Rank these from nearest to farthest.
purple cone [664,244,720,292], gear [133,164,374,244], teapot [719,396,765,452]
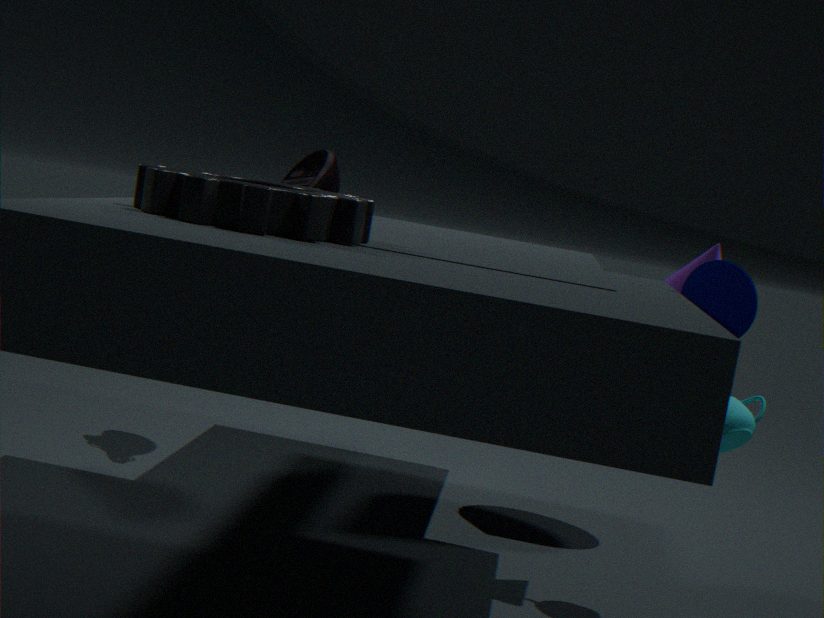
gear [133,164,374,244]
teapot [719,396,765,452]
purple cone [664,244,720,292]
